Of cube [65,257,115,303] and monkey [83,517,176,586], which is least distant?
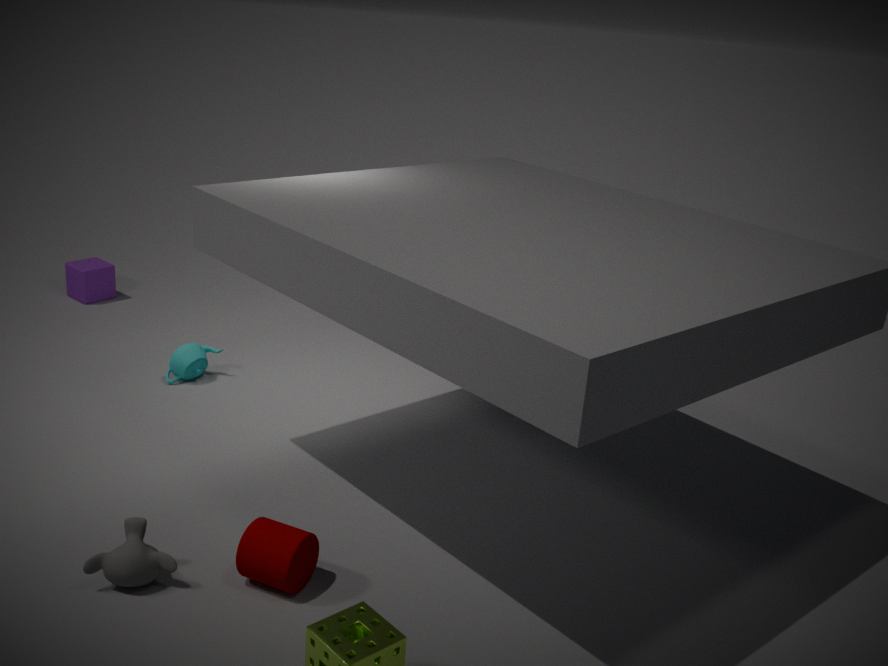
monkey [83,517,176,586]
